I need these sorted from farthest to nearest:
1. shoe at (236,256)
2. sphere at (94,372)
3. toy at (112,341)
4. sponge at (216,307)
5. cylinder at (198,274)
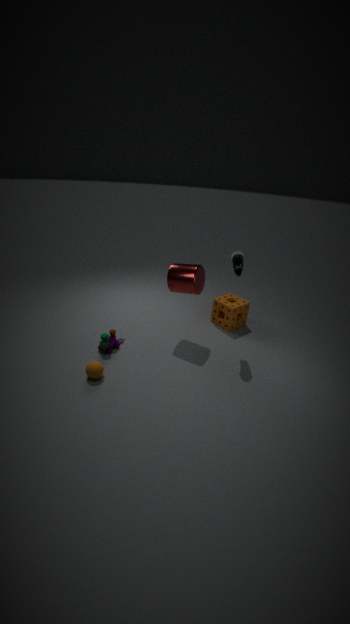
1. sponge at (216,307)
2. toy at (112,341)
3. cylinder at (198,274)
4. shoe at (236,256)
5. sphere at (94,372)
